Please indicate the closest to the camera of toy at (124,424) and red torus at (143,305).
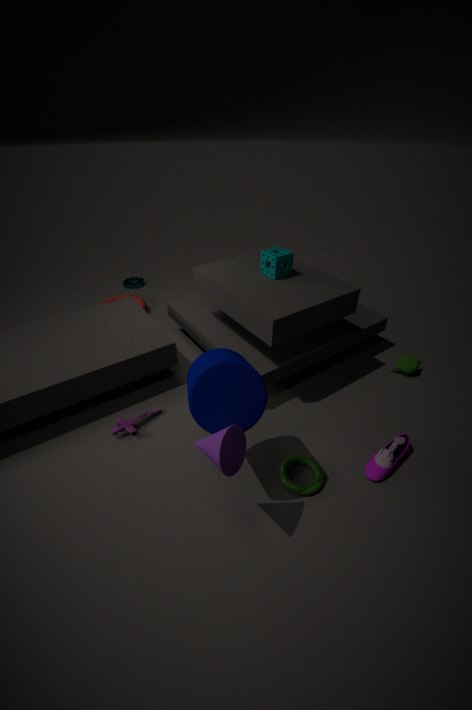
toy at (124,424)
